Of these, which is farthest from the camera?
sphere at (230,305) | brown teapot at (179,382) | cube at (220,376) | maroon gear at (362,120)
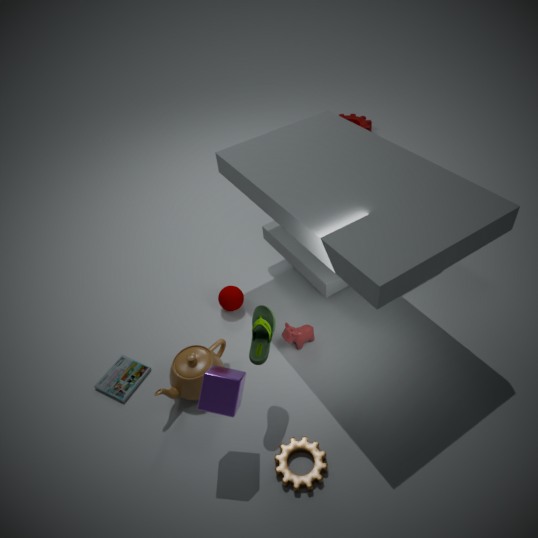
maroon gear at (362,120)
